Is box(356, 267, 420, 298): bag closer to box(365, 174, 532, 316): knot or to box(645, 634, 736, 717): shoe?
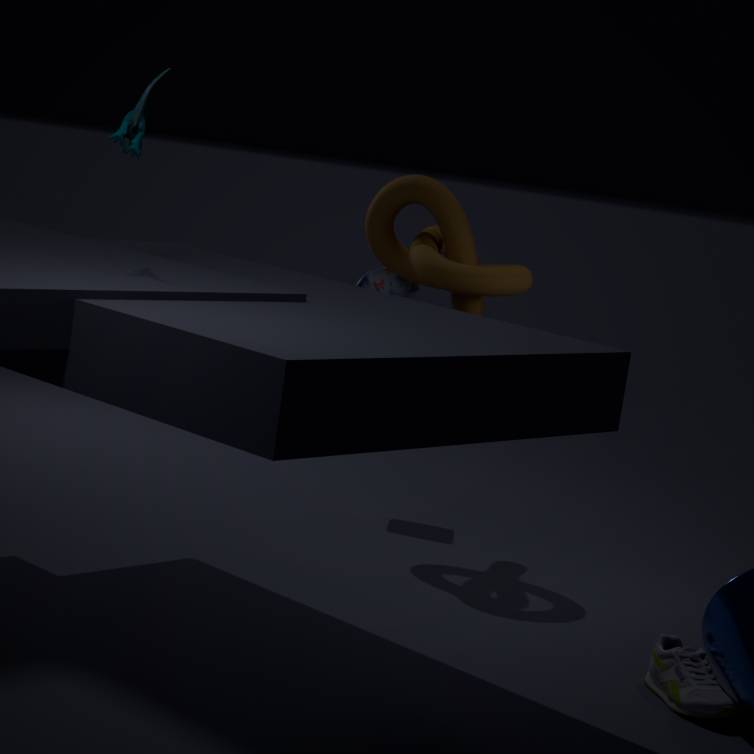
box(365, 174, 532, 316): knot
